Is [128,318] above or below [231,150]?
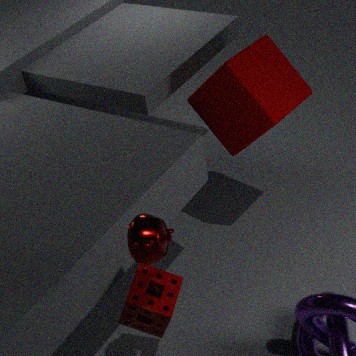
below
